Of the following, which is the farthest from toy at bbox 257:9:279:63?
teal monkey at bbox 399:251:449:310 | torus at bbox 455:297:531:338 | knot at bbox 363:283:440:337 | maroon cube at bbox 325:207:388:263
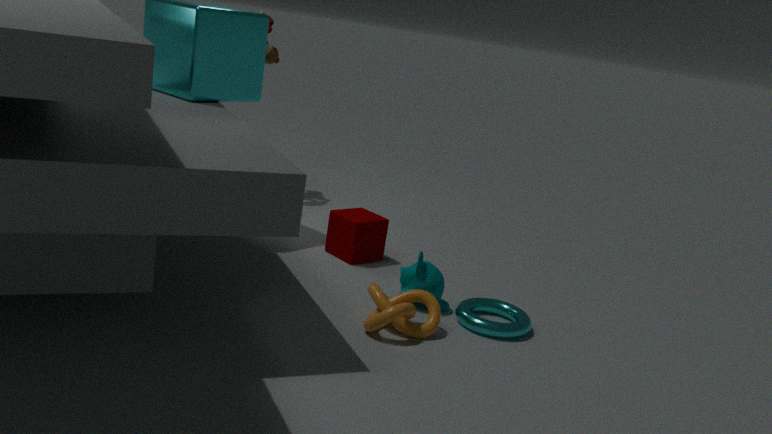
torus at bbox 455:297:531:338
